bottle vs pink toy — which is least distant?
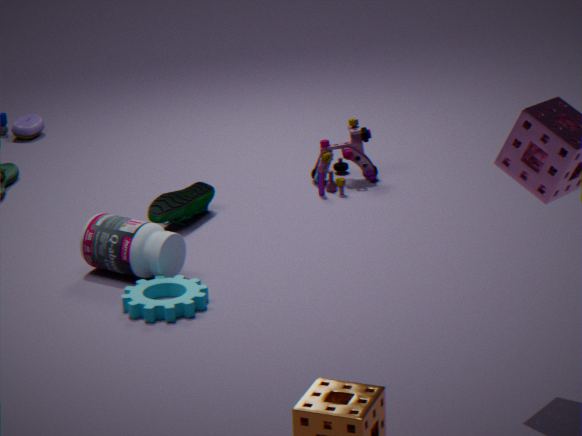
bottle
